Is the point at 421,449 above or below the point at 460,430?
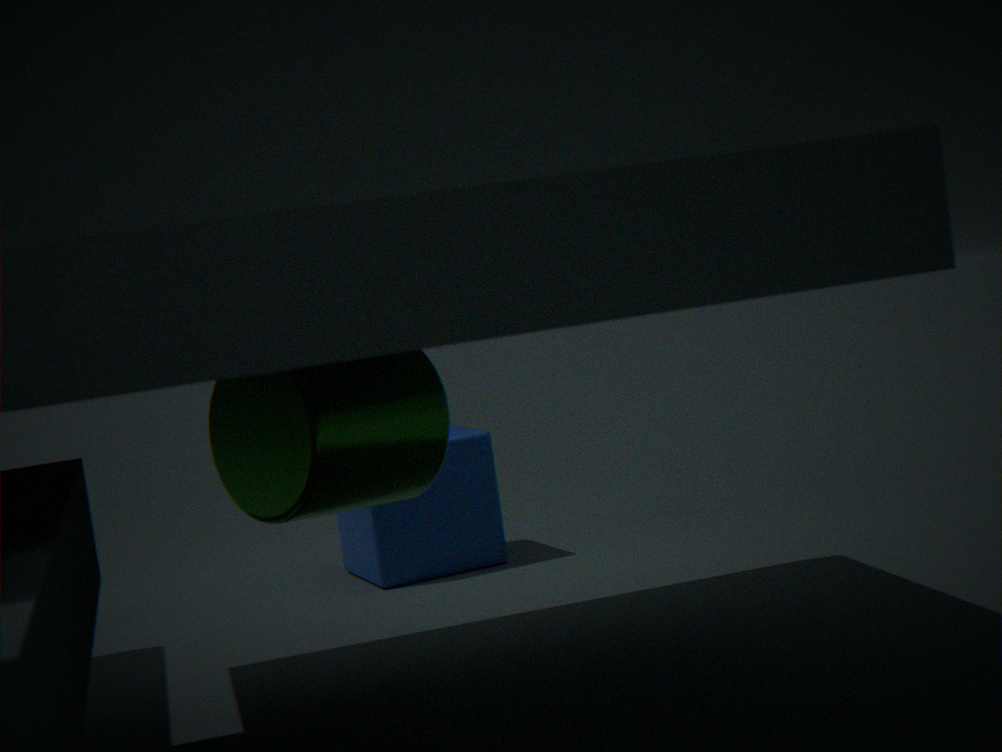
above
